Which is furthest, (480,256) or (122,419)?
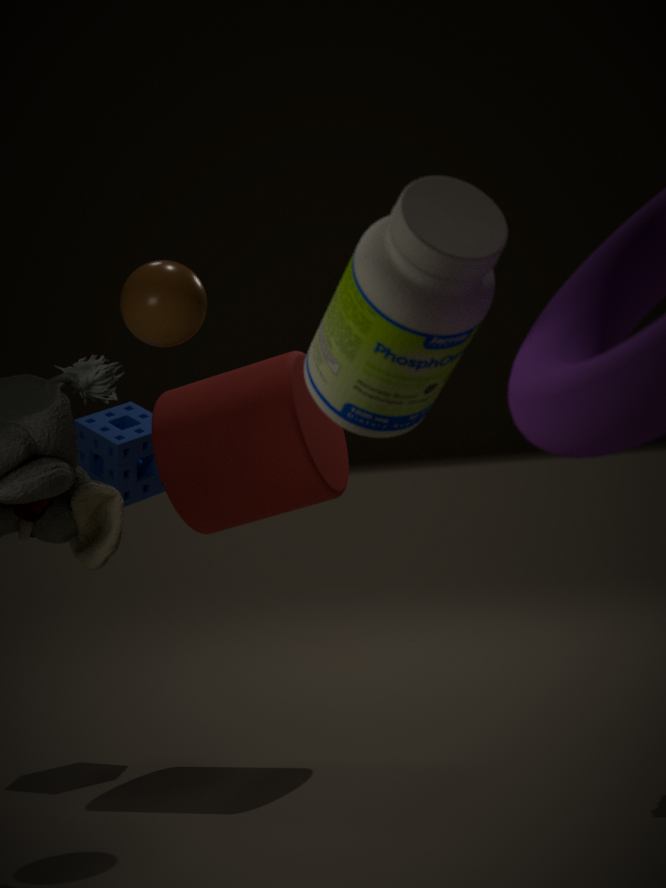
Result: (122,419)
